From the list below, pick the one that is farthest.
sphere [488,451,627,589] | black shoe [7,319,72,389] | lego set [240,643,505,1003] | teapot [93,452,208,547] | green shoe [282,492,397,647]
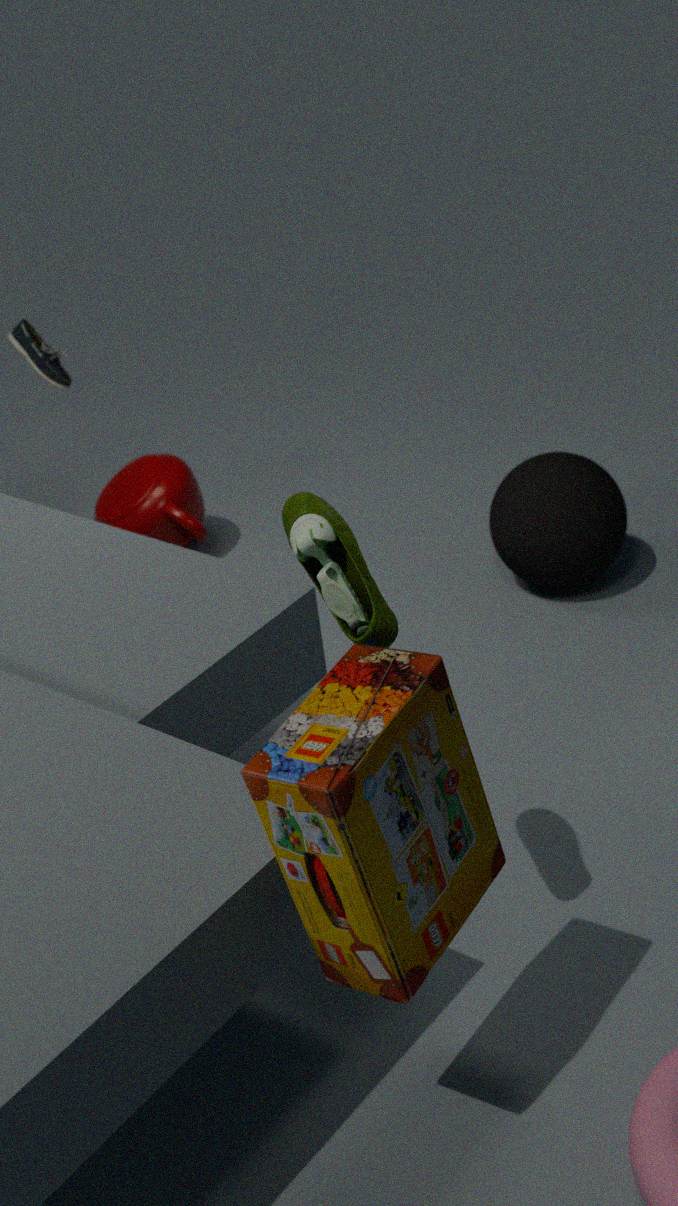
black shoe [7,319,72,389]
